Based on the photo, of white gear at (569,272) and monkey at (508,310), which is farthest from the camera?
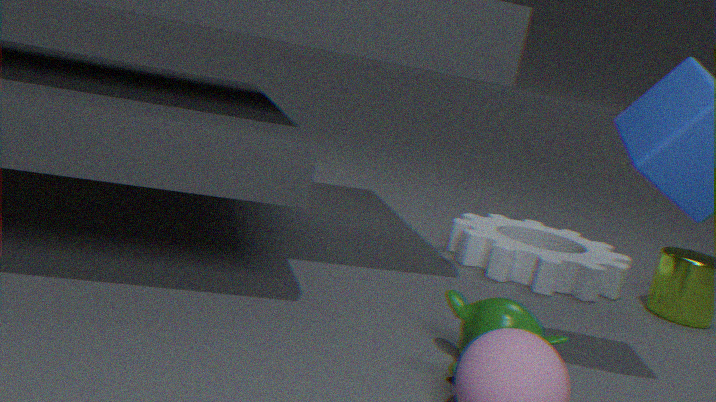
white gear at (569,272)
